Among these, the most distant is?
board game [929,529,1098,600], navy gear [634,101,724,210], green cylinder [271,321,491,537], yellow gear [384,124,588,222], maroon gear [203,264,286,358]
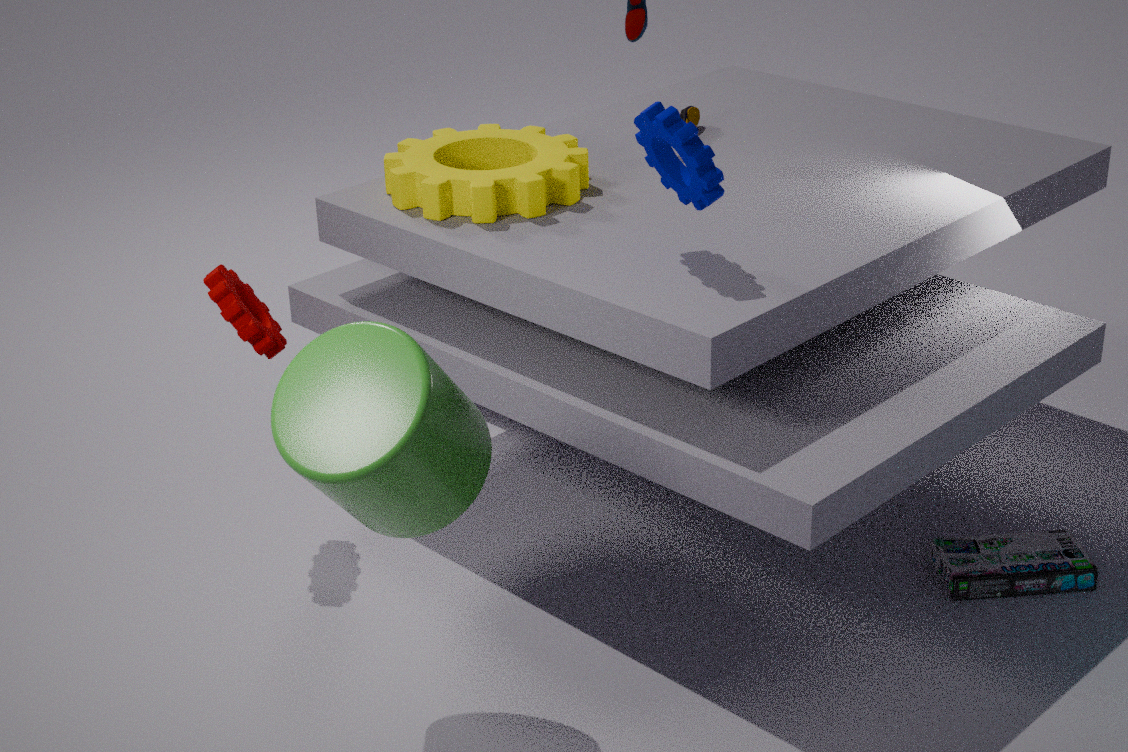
yellow gear [384,124,588,222]
